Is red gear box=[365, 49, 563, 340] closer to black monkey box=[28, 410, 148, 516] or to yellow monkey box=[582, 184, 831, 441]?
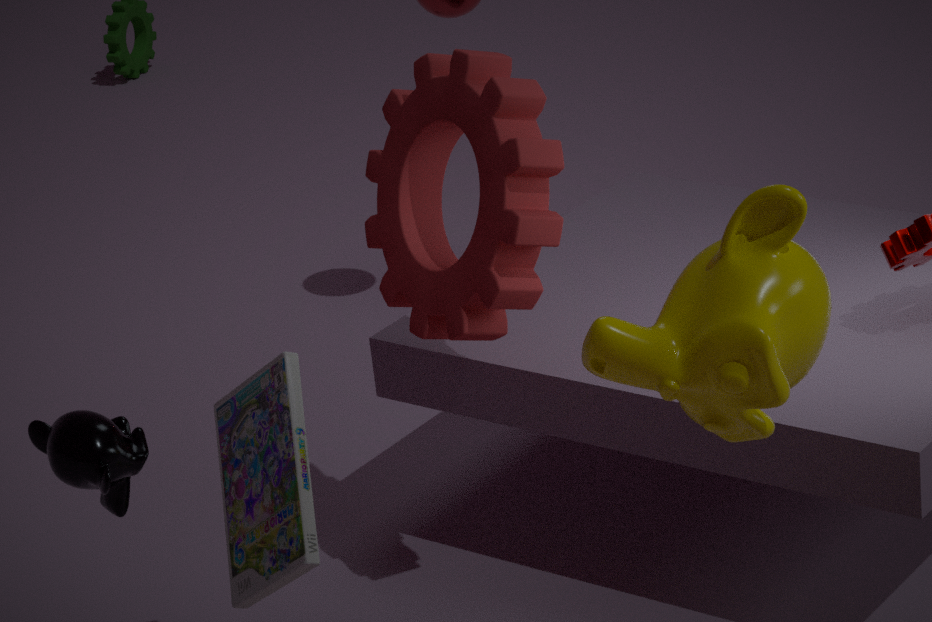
yellow monkey box=[582, 184, 831, 441]
